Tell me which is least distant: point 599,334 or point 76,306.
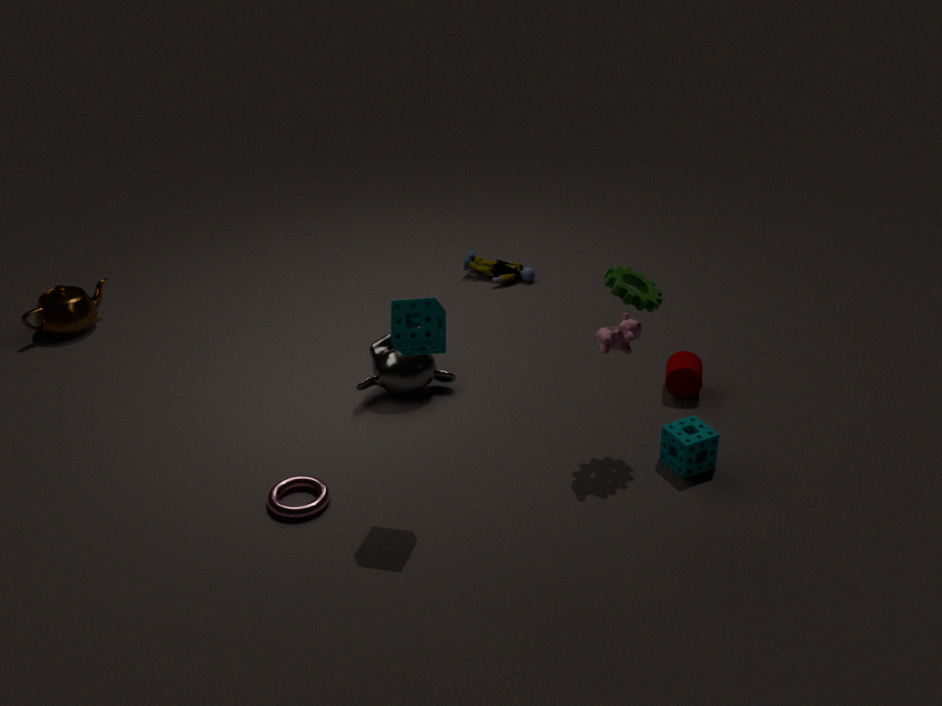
point 599,334
